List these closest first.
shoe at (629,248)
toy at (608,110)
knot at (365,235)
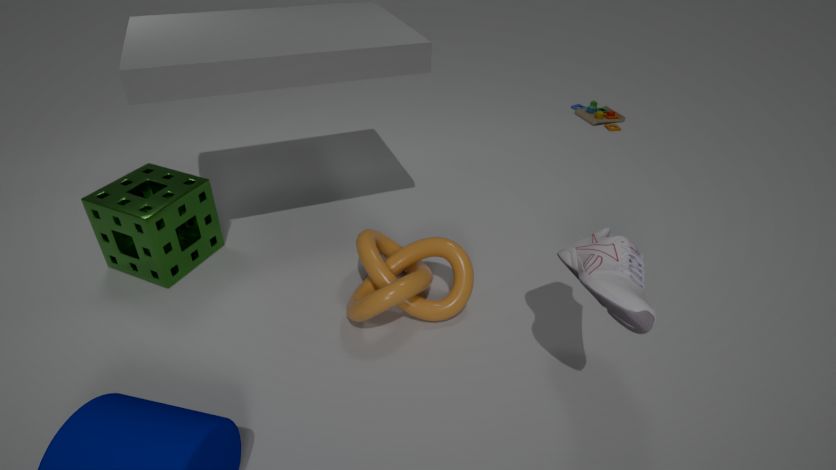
shoe at (629,248) < knot at (365,235) < toy at (608,110)
